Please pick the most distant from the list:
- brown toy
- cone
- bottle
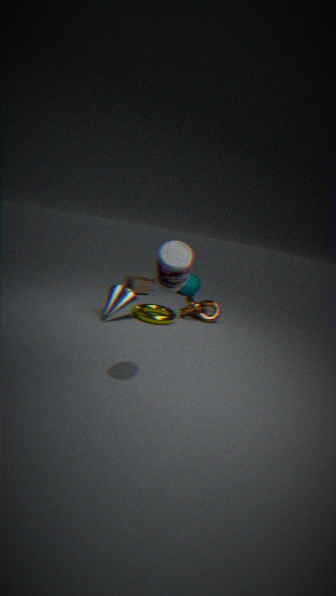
brown toy
